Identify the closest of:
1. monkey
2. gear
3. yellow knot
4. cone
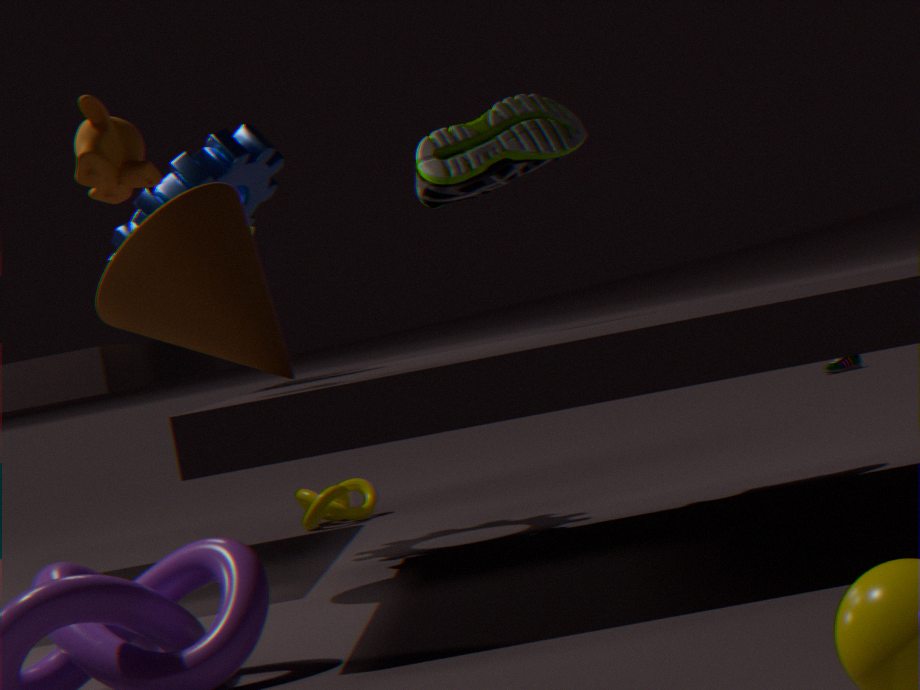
monkey
